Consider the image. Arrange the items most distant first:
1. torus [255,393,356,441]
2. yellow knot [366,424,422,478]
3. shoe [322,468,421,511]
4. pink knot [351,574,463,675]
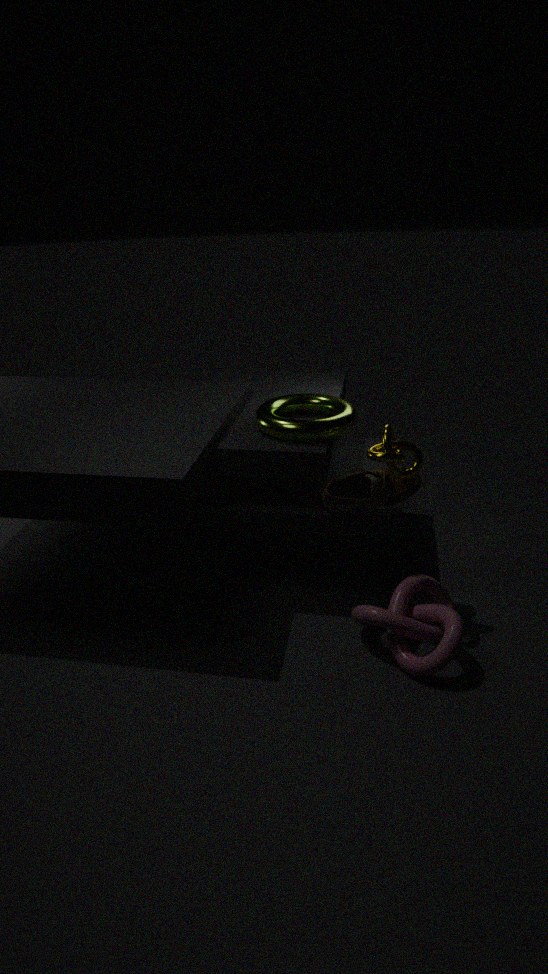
torus [255,393,356,441], shoe [322,468,421,511], yellow knot [366,424,422,478], pink knot [351,574,463,675]
